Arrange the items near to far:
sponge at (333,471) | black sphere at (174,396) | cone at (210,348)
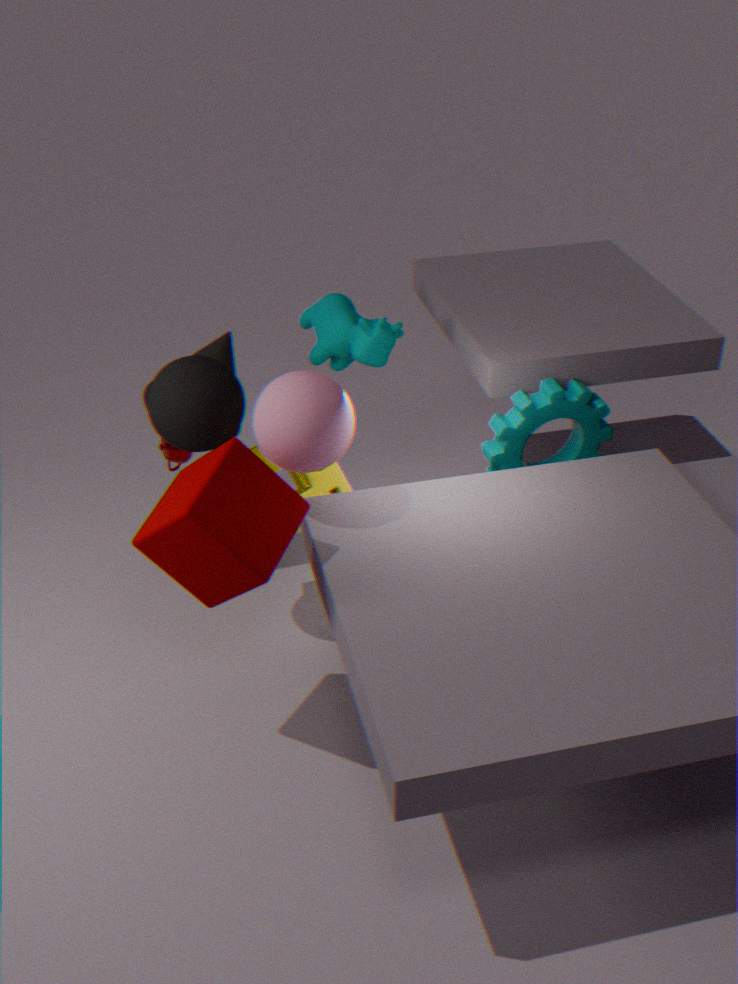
black sphere at (174,396) < sponge at (333,471) < cone at (210,348)
